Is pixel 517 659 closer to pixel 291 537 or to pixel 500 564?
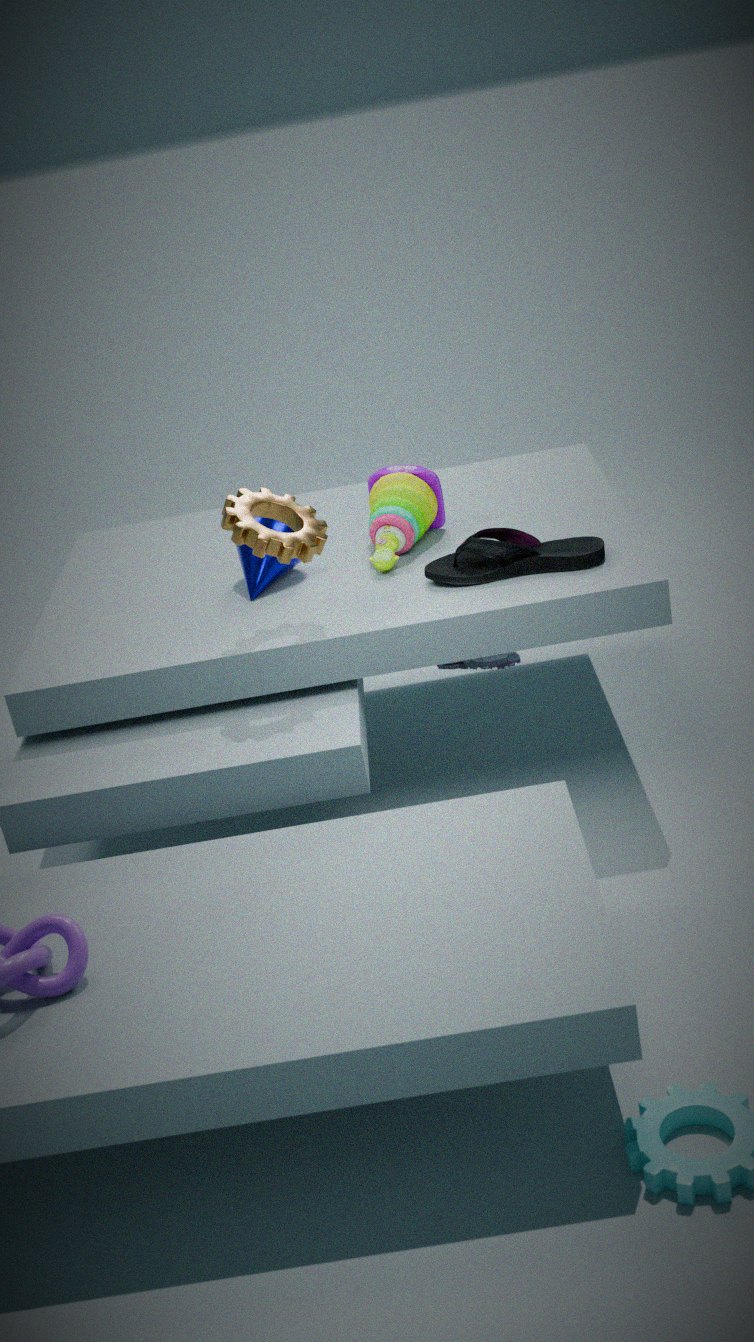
pixel 500 564
